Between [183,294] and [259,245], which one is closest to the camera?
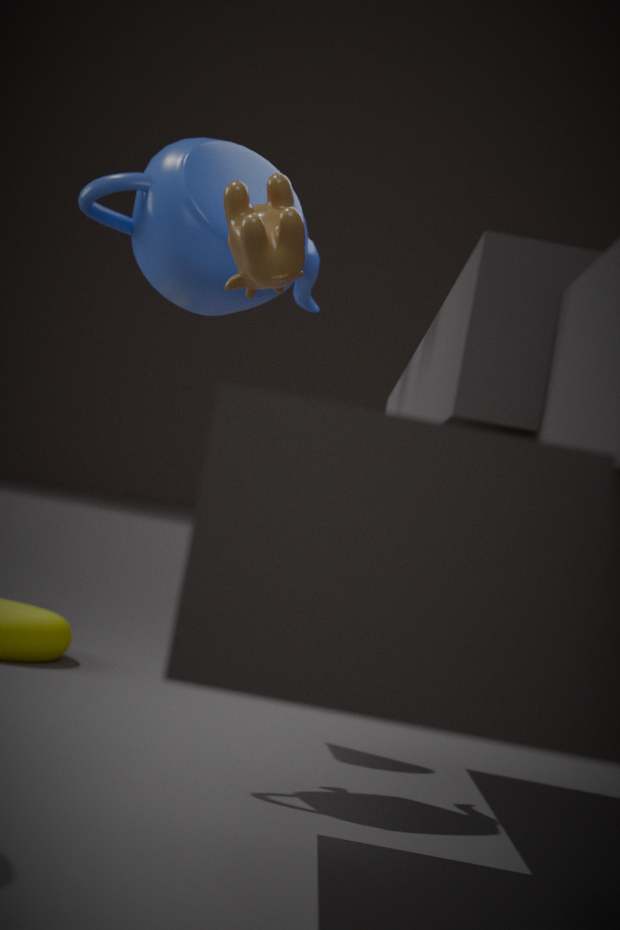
[259,245]
